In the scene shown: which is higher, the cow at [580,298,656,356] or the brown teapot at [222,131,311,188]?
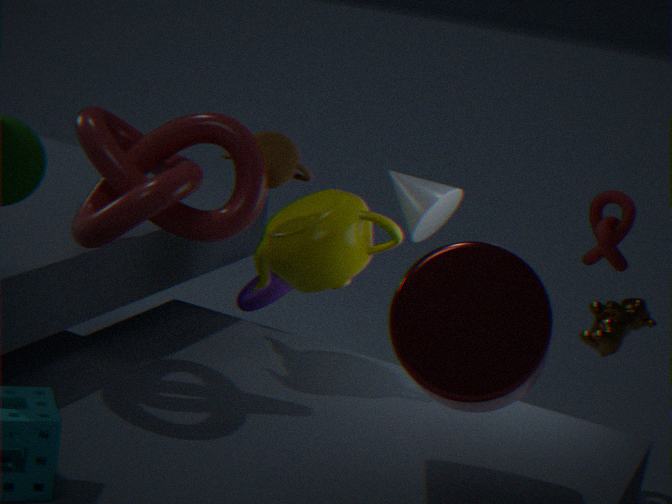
the brown teapot at [222,131,311,188]
